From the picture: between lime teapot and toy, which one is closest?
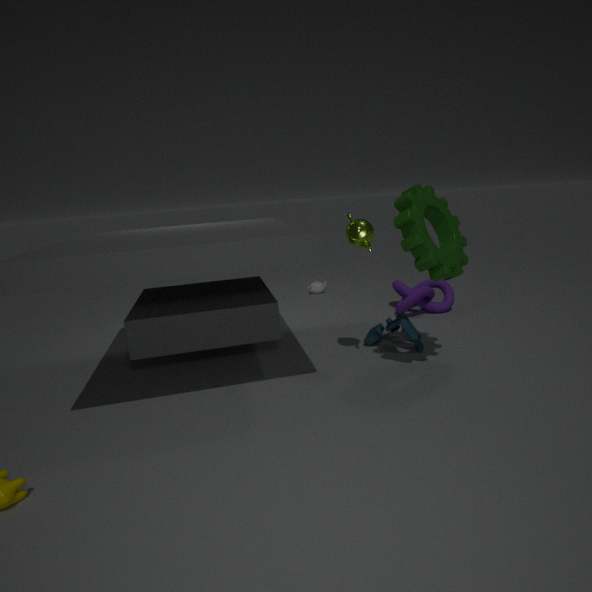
lime teapot
